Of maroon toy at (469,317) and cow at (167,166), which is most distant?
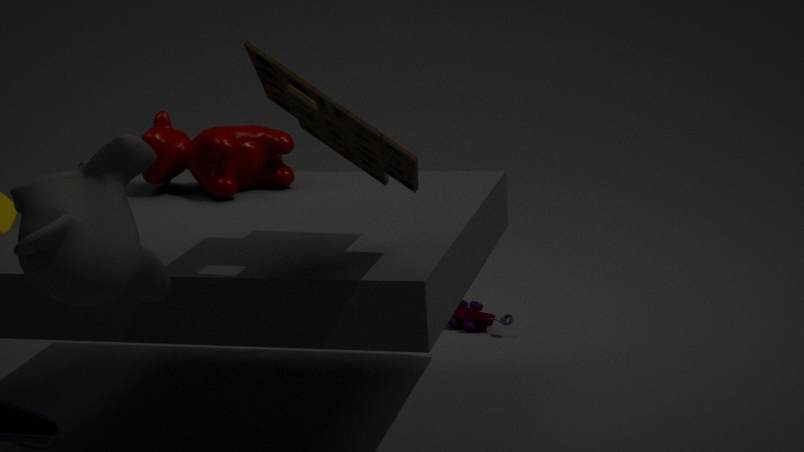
maroon toy at (469,317)
